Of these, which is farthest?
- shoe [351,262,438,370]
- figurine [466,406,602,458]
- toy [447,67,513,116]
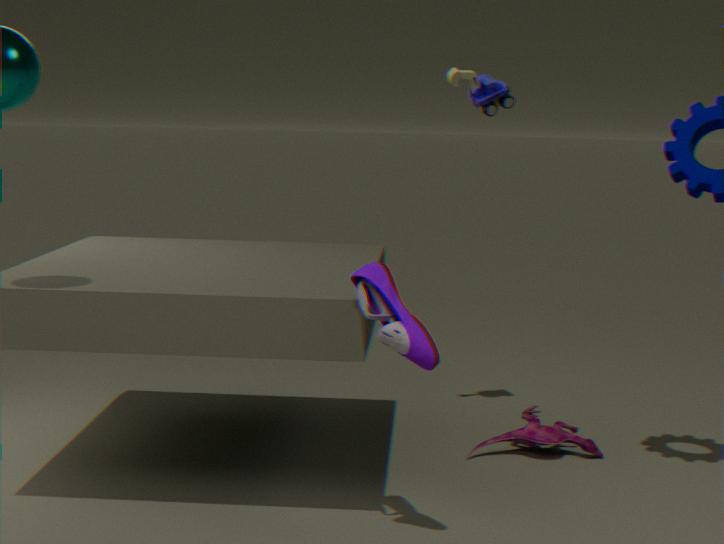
toy [447,67,513,116]
